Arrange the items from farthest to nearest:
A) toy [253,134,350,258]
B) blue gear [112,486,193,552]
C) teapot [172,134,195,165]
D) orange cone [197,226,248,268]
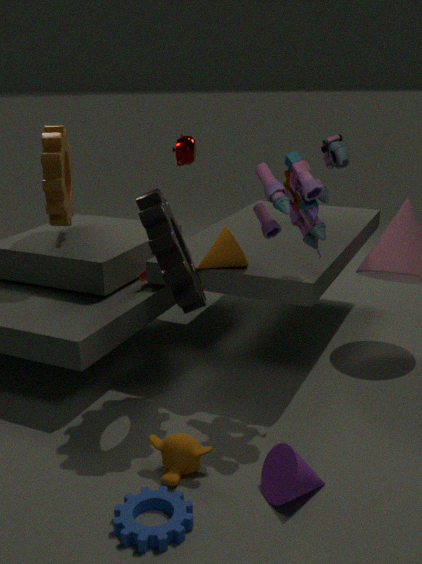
teapot [172,134,195,165] → orange cone [197,226,248,268] → toy [253,134,350,258] → blue gear [112,486,193,552]
